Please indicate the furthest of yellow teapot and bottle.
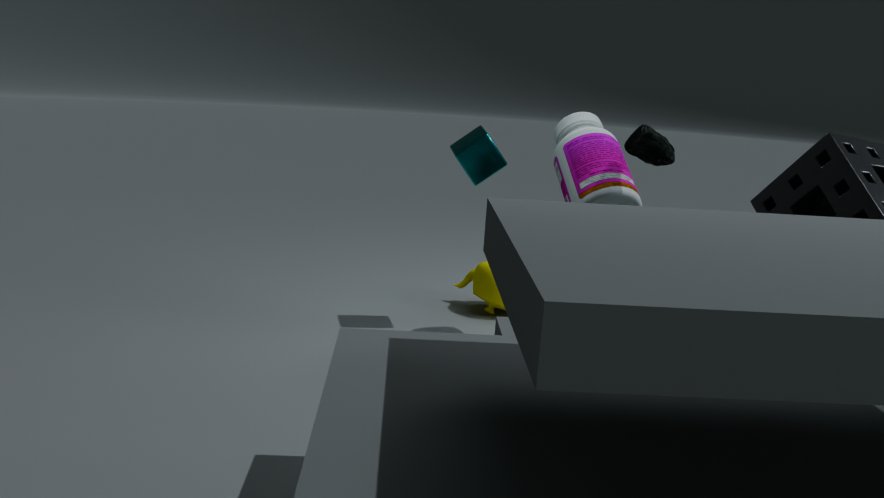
yellow teapot
